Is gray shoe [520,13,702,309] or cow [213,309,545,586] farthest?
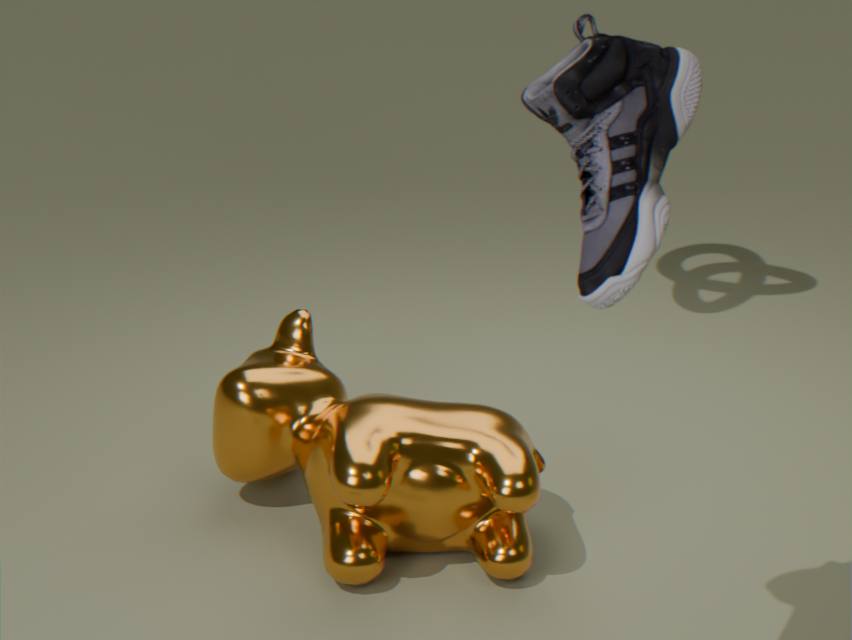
cow [213,309,545,586]
